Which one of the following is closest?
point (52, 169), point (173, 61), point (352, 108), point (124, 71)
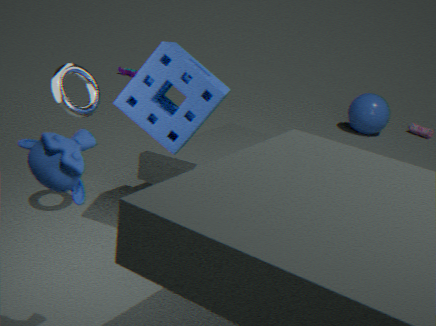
point (52, 169)
